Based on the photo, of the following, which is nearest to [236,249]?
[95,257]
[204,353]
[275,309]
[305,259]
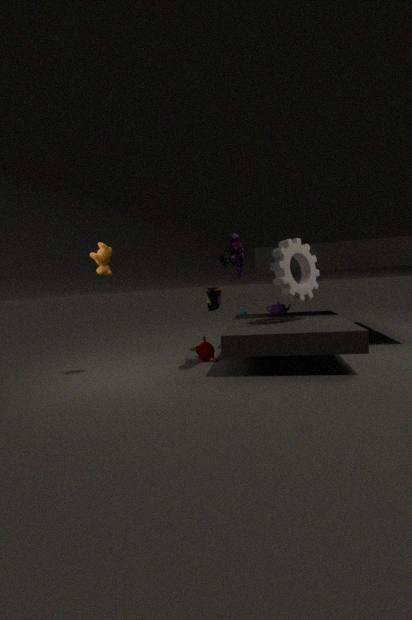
[305,259]
